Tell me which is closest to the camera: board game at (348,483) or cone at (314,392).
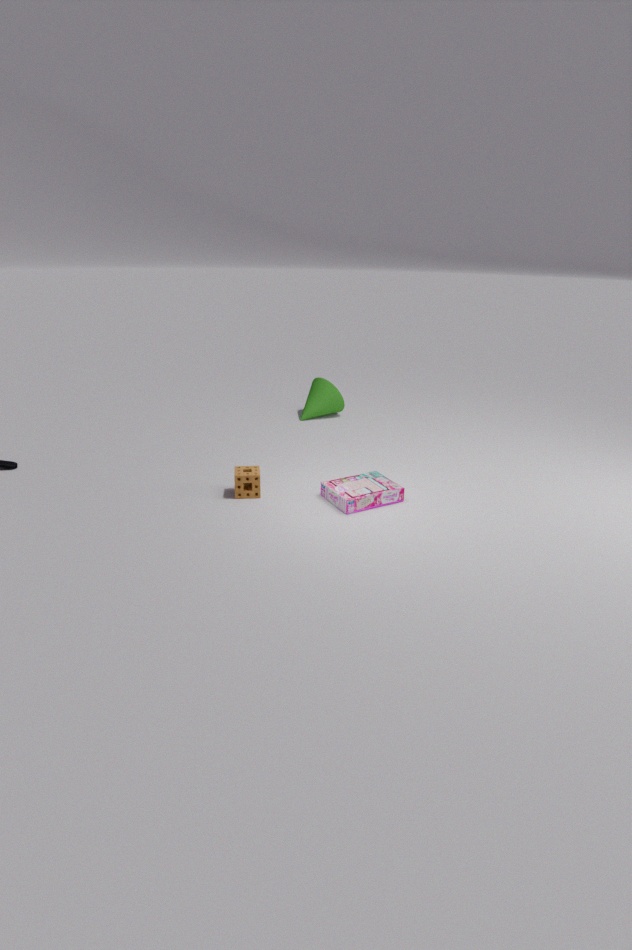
board game at (348,483)
